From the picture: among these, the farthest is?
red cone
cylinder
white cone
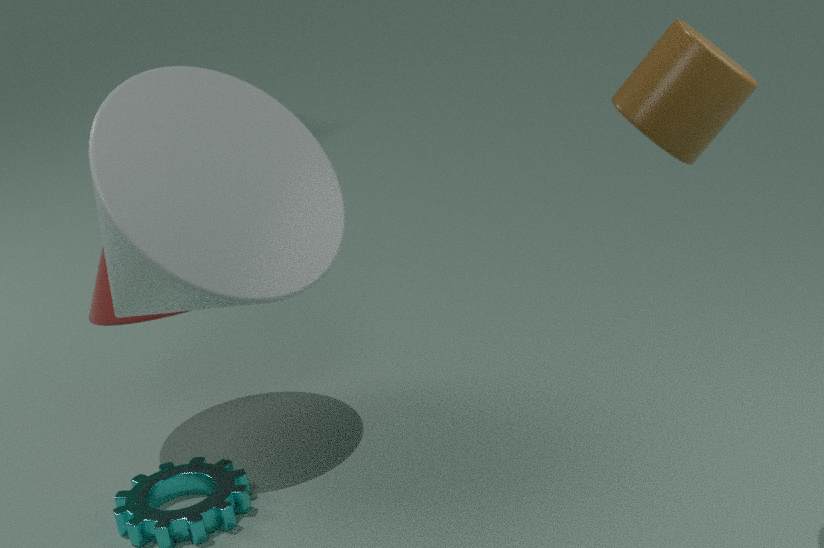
red cone
